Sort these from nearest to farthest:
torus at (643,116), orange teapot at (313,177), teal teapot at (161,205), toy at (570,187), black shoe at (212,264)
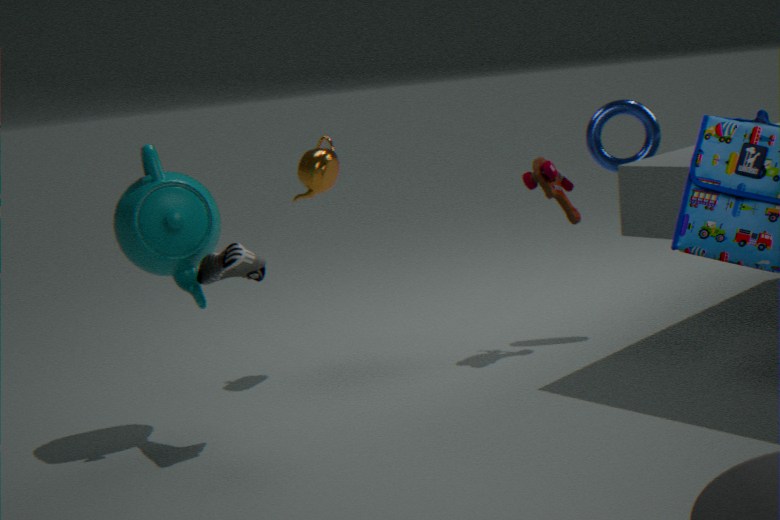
black shoe at (212,264)
teal teapot at (161,205)
toy at (570,187)
orange teapot at (313,177)
torus at (643,116)
